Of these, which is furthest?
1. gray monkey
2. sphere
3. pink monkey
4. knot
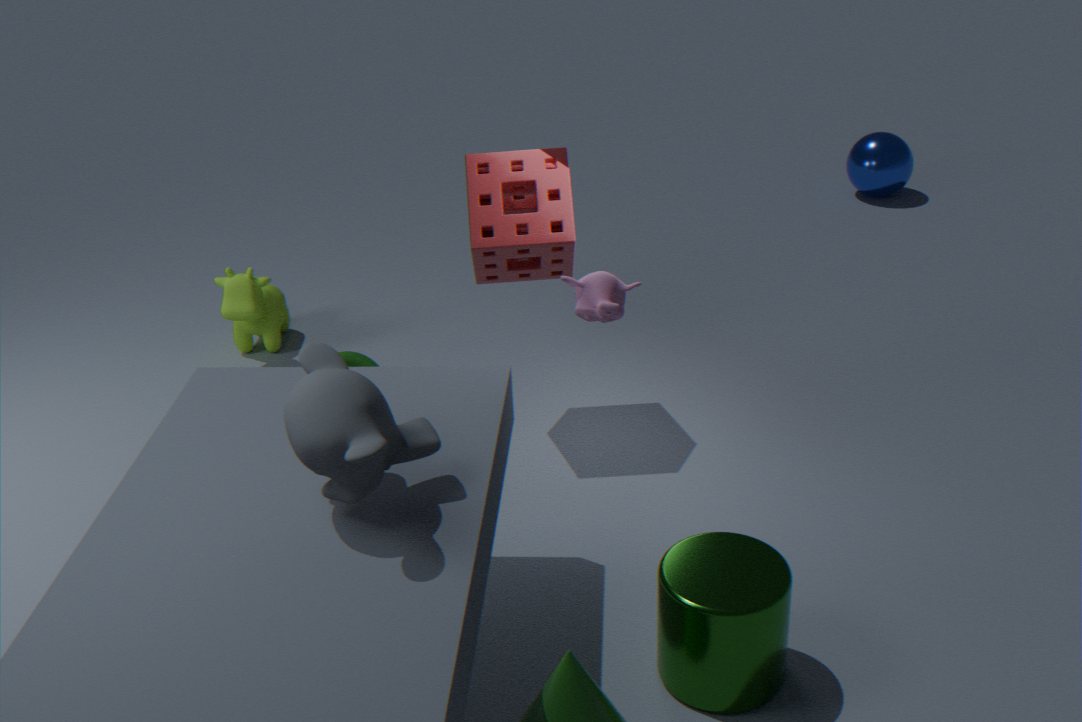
sphere
